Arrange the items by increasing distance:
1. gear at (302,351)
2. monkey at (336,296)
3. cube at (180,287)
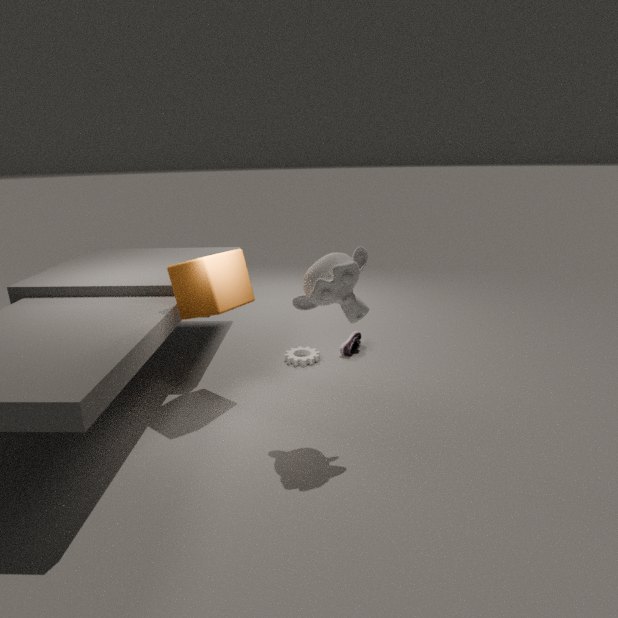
monkey at (336,296), cube at (180,287), gear at (302,351)
